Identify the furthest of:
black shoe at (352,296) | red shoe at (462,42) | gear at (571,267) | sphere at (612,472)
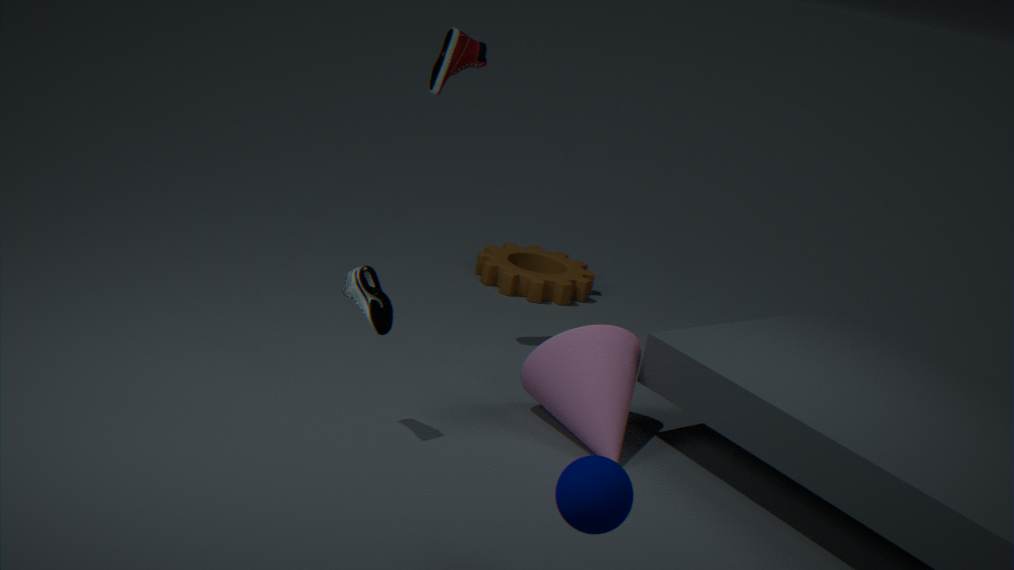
gear at (571,267)
